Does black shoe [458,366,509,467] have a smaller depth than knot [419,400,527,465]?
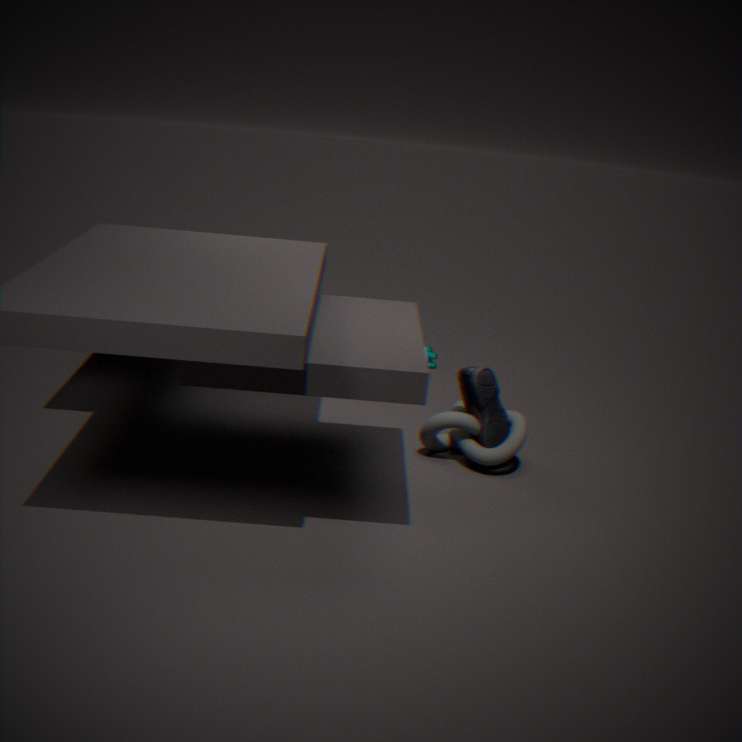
Yes
